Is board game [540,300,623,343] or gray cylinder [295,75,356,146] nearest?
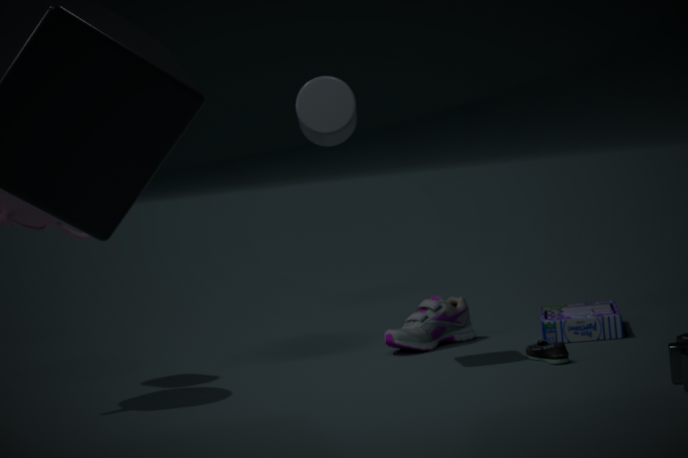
gray cylinder [295,75,356,146]
